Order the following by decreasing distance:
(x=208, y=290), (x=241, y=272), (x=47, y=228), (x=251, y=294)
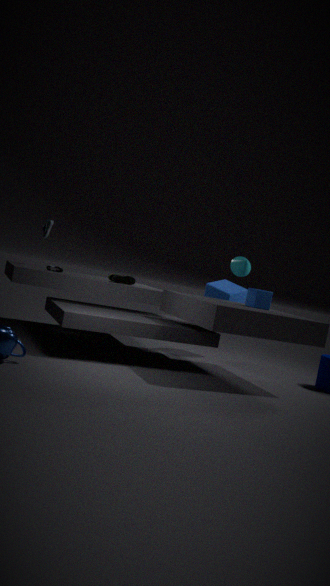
(x=208, y=290) → (x=47, y=228) → (x=241, y=272) → (x=251, y=294)
